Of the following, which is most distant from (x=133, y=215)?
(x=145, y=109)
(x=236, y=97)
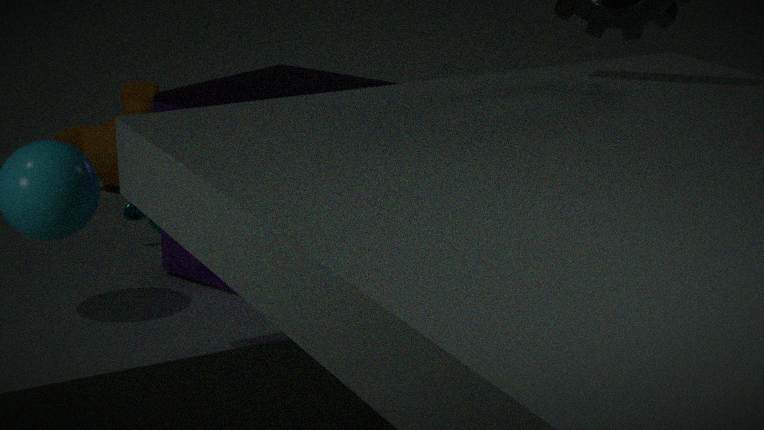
(x=145, y=109)
